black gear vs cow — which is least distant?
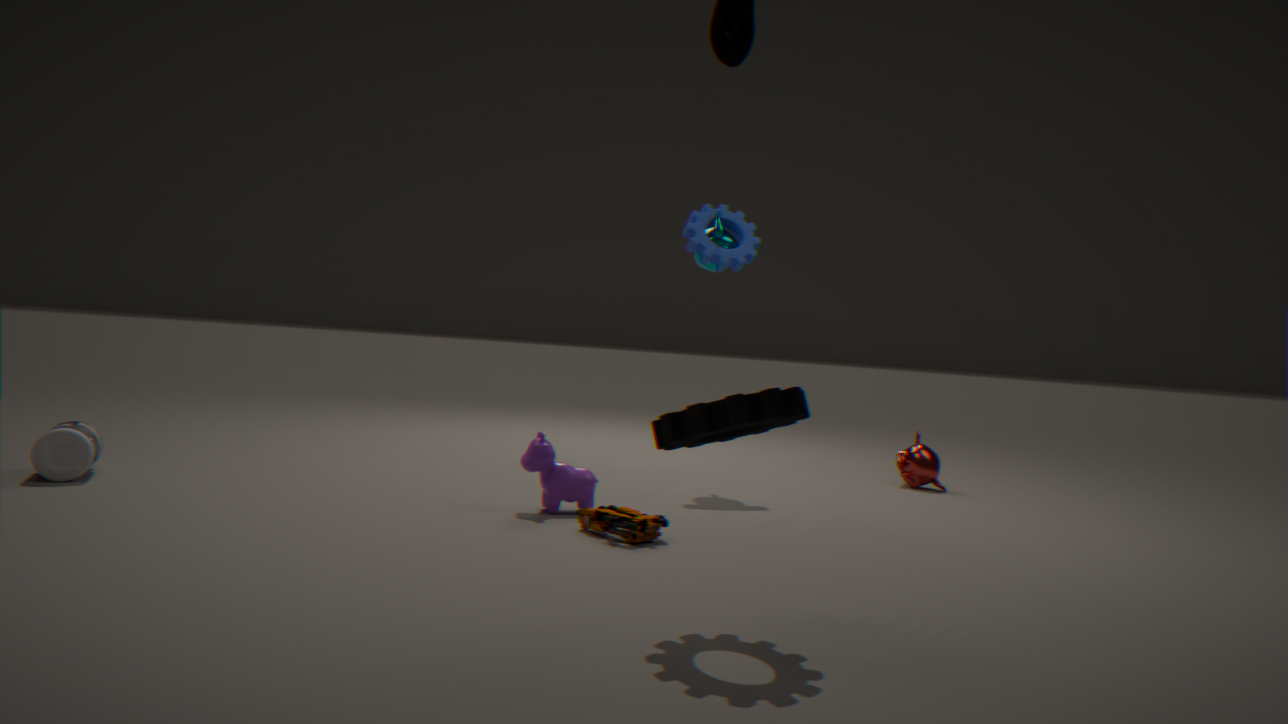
black gear
